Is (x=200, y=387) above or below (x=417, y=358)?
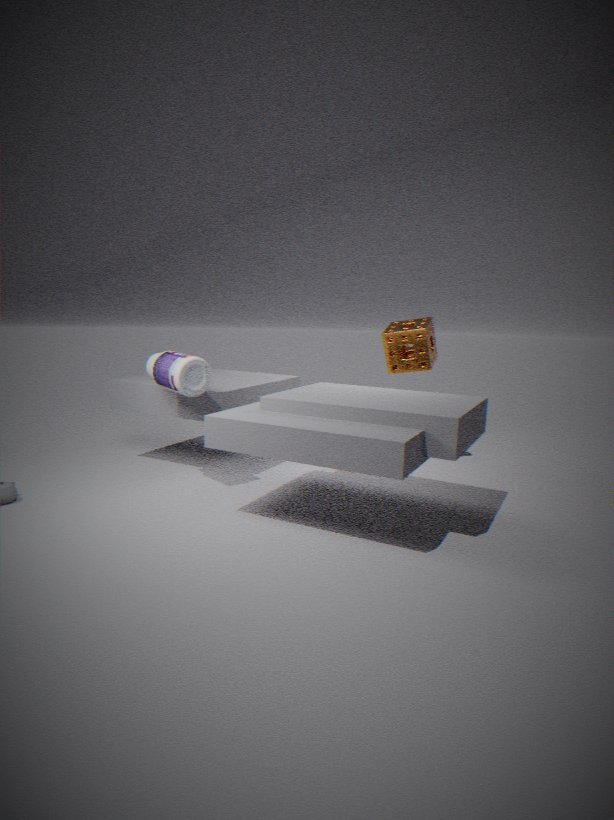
below
